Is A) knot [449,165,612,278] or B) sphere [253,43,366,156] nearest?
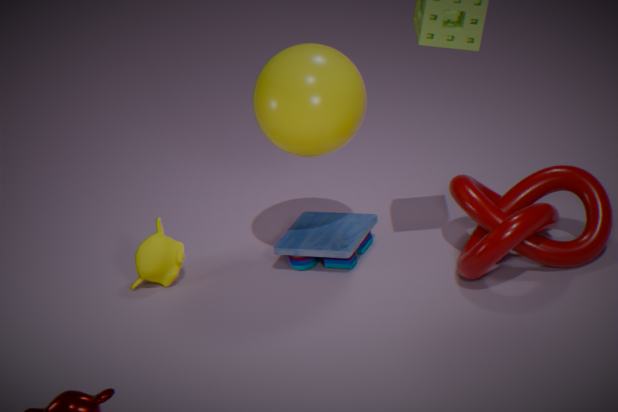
A. knot [449,165,612,278]
